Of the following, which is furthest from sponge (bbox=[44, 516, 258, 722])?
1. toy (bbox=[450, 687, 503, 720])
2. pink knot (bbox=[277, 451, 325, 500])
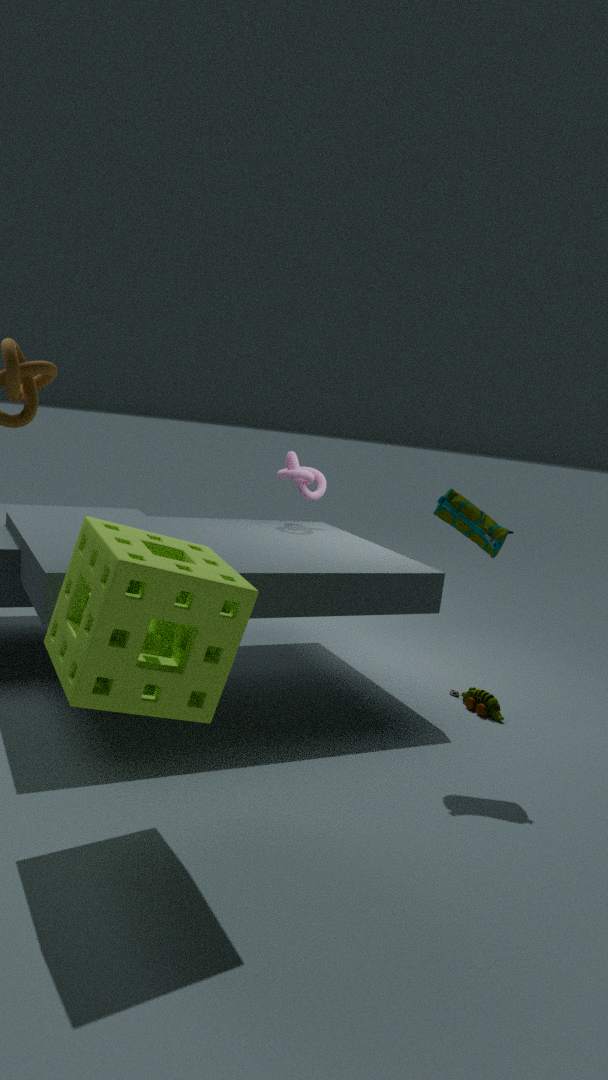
pink knot (bbox=[277, 451, 325, 500])
